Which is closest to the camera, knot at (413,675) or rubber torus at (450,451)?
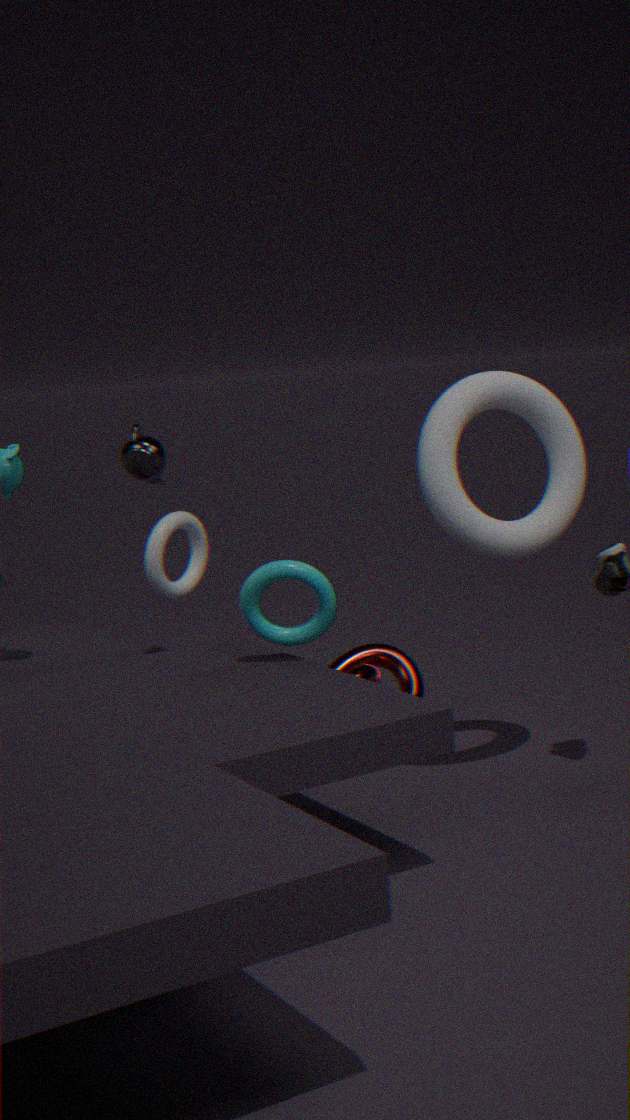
rubber torus at (450,451)
